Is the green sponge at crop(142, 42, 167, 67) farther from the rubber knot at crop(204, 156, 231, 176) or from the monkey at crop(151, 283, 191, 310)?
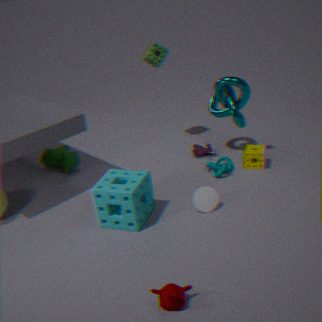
the monkey at crop(151, 283, 191, 310)
